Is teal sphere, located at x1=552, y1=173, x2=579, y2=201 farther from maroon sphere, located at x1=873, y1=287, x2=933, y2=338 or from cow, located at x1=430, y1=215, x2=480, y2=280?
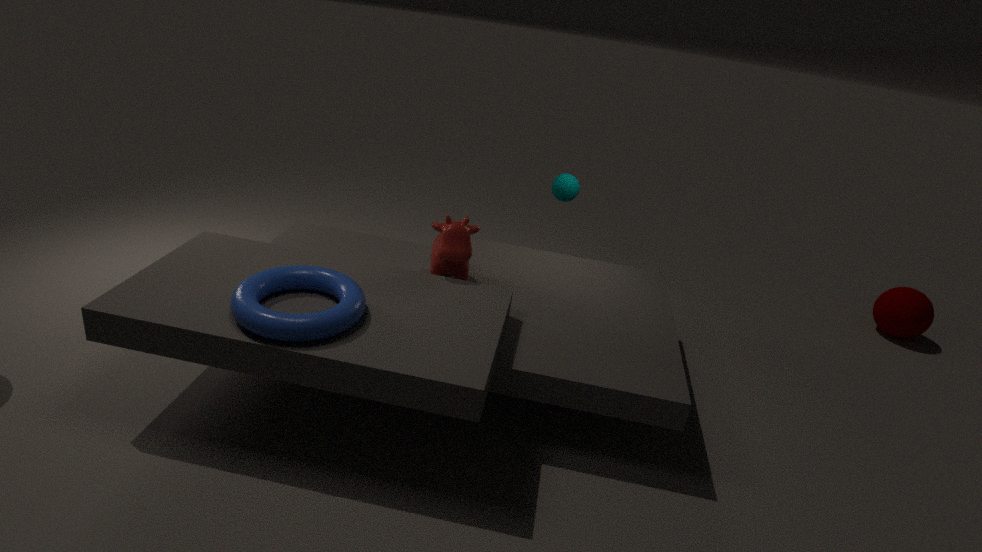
maroon sphere, located at x1=873, y1=287, x2=933, y2=338
